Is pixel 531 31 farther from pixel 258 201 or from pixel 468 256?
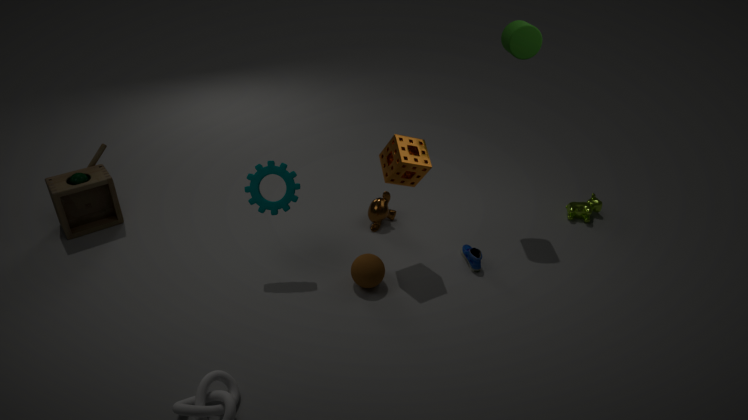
pixel 258 201
